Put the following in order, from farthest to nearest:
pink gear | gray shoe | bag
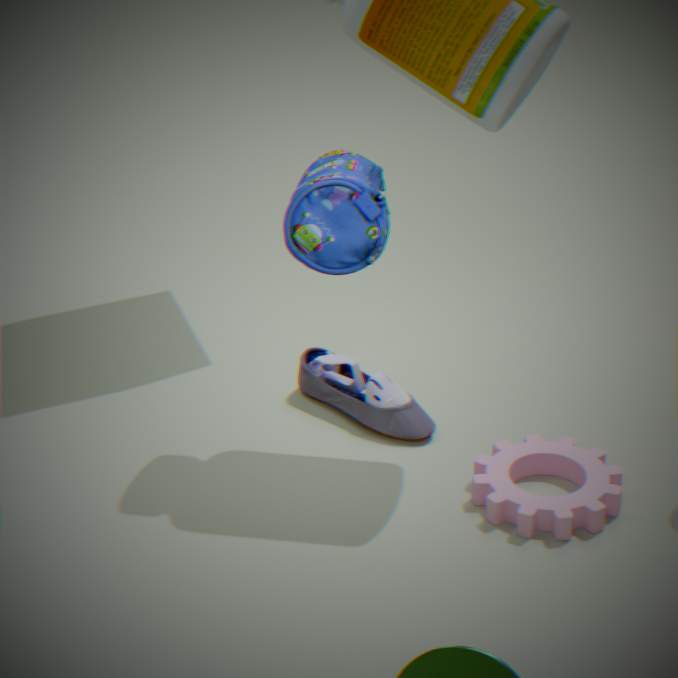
gray shoe → pink gear → bag
